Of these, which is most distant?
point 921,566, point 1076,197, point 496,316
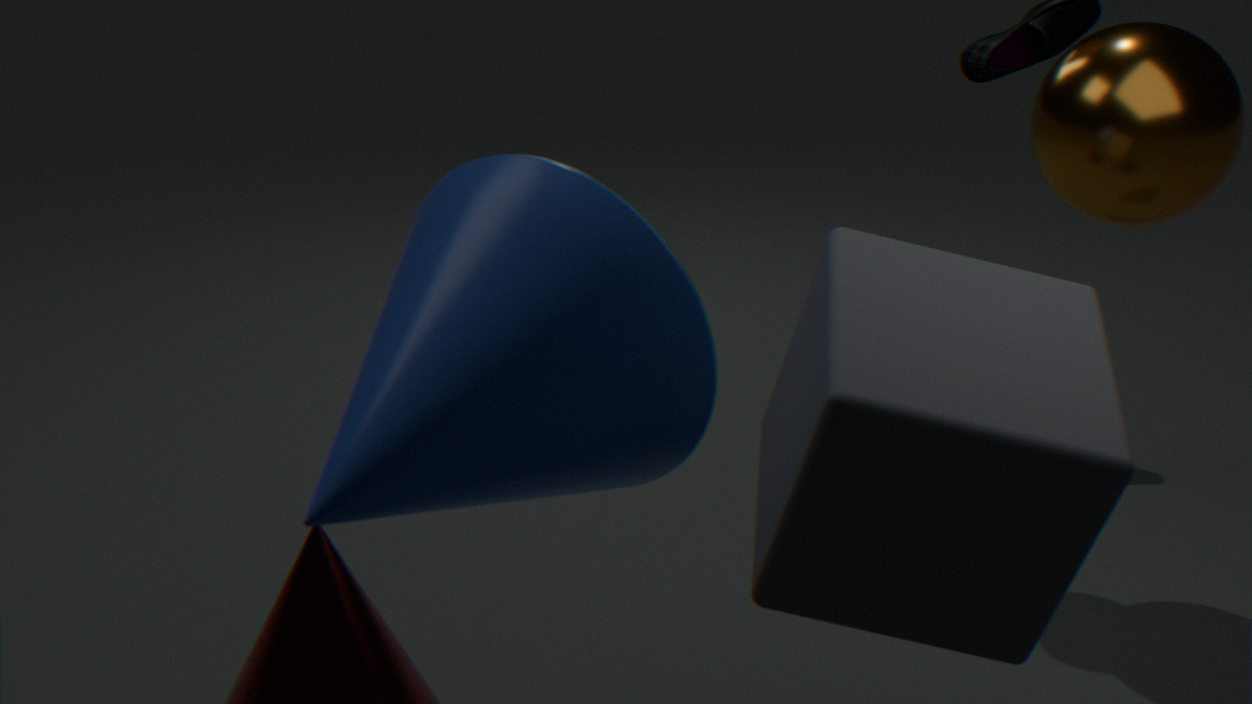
point 1076,197
